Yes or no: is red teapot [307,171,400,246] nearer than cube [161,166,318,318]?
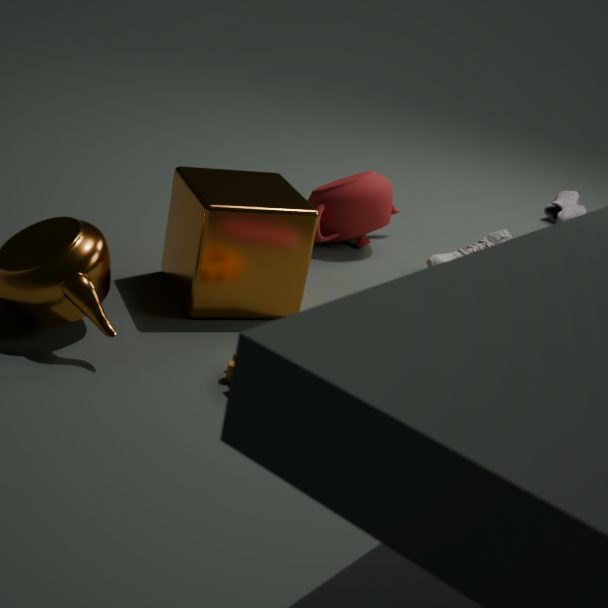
No
